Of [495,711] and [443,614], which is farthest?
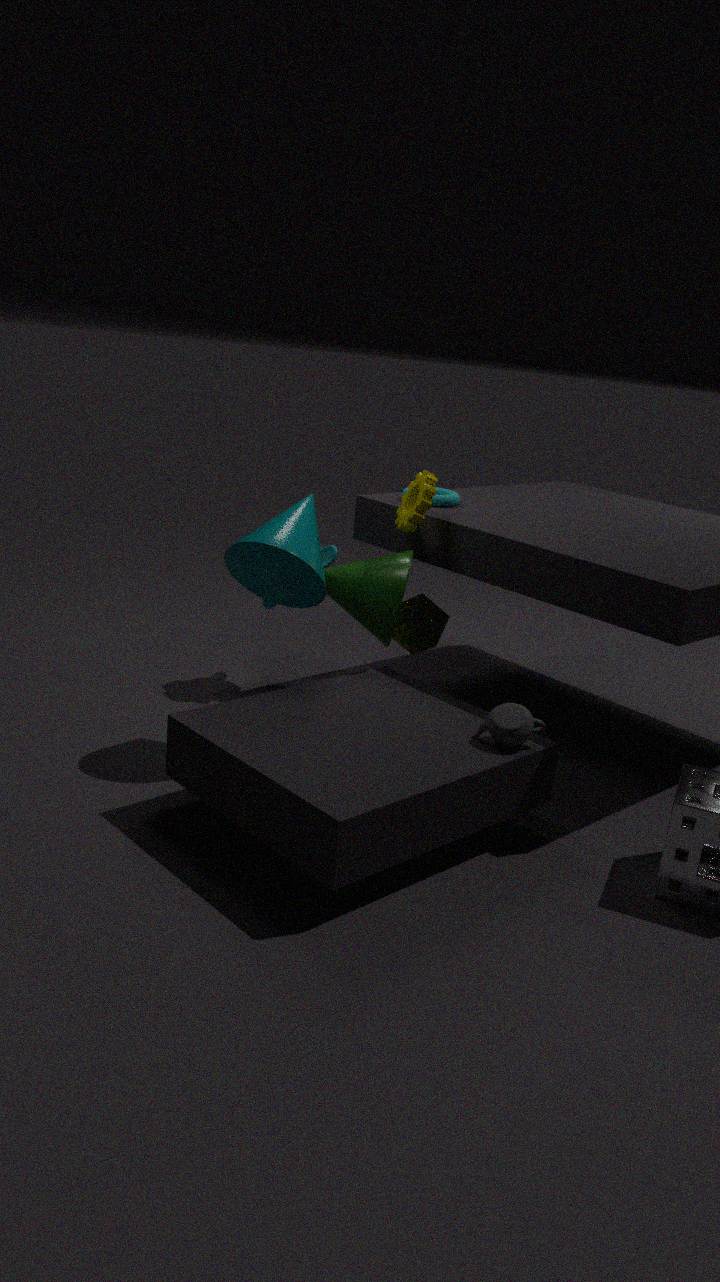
[443,614]
